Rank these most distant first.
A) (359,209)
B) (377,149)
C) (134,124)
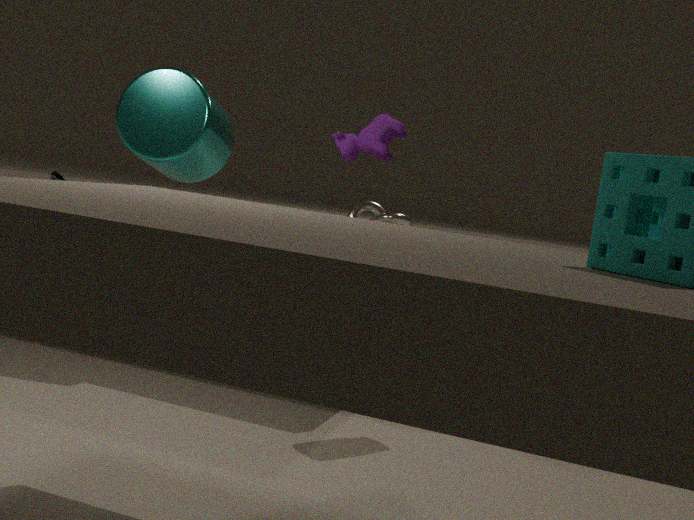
(359,209)
(134,124)
(377,149)
